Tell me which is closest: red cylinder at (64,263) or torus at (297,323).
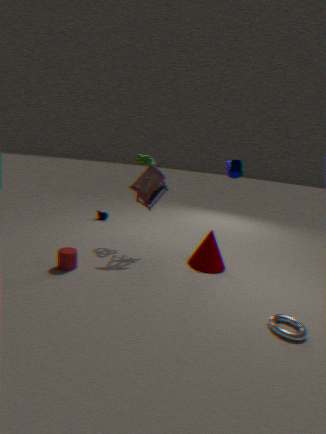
torus at (297,323)
